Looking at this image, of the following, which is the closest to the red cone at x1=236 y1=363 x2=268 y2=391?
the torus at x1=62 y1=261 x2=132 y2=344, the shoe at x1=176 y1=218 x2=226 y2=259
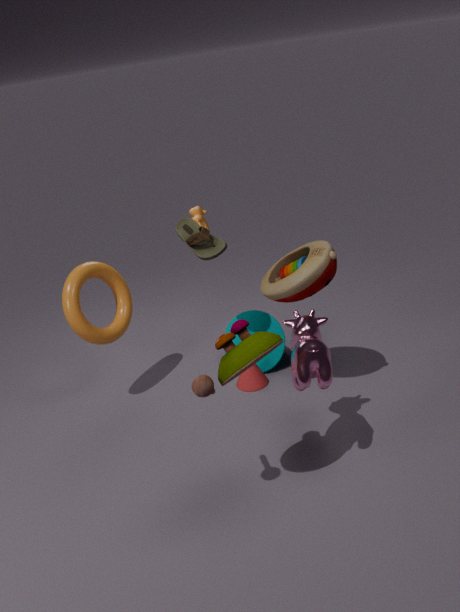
the shoe at x1=176 y1=218 x2=226 y2=259
